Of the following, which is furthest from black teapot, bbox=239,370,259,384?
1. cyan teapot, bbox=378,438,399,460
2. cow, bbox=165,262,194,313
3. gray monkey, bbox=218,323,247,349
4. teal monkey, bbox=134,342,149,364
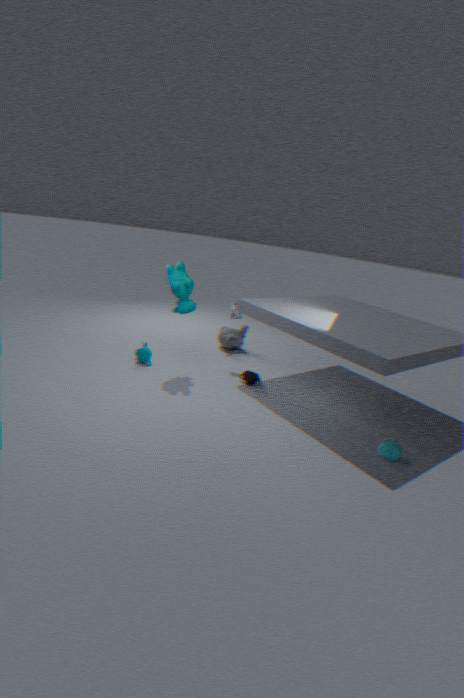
cyan teapot, bbox=378,438,399,460
